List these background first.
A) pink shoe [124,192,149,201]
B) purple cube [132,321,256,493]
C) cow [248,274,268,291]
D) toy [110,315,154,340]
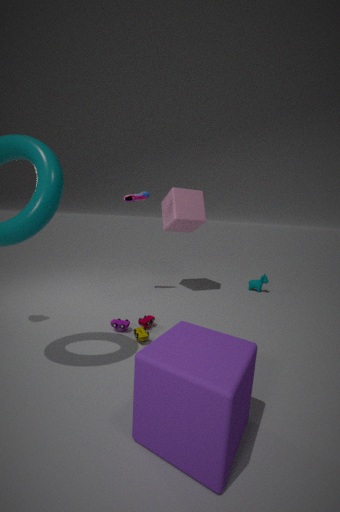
cow [248,274,268,291]
pink shoe [124,192,149,201]
toy [110,315,154,340]
purple cube [132,321,256,493]
